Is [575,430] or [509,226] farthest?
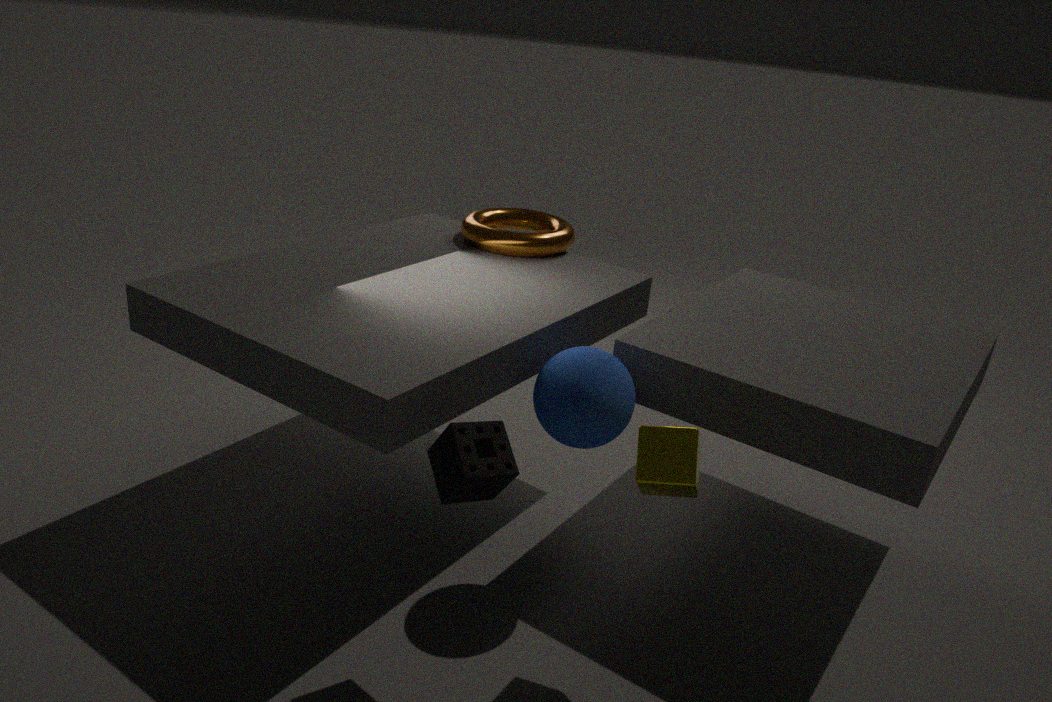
[509,226]
